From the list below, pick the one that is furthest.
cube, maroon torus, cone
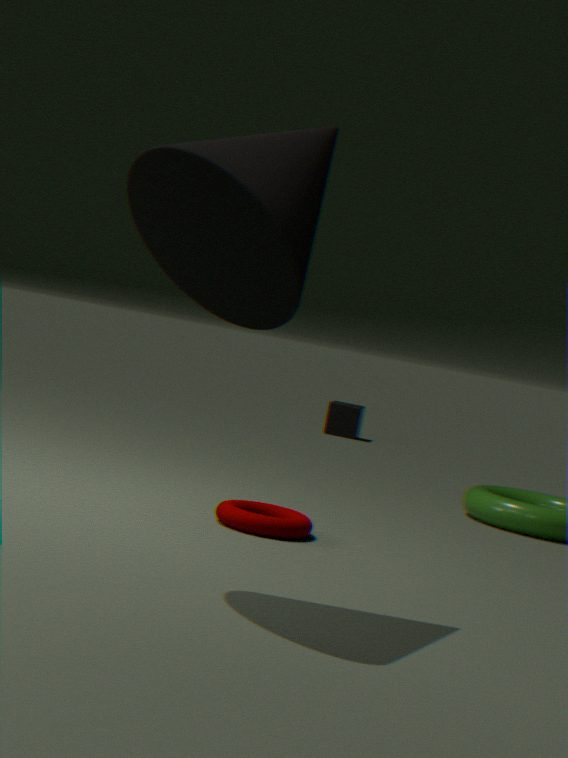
cube
